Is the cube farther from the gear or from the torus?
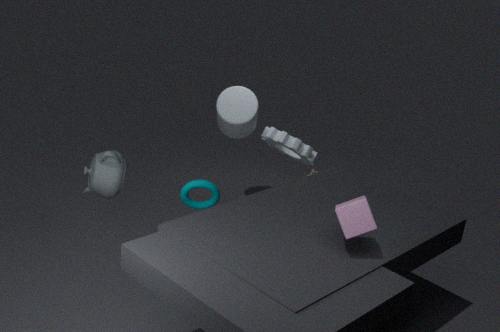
the gear
